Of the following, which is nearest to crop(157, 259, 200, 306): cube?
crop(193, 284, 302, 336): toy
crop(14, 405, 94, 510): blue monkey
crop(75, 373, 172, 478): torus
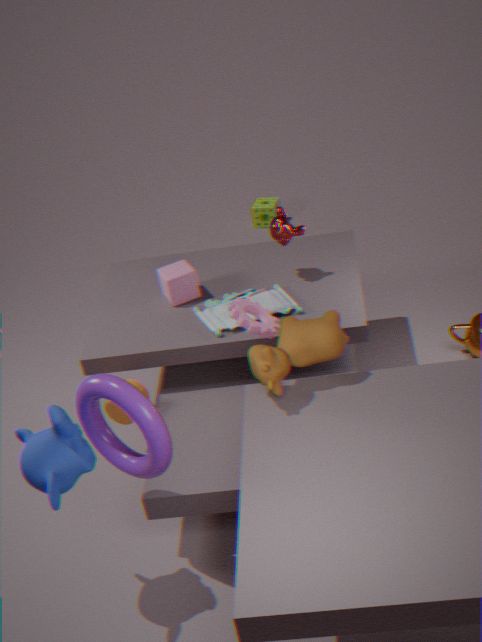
crop(193, 284, 302, 336): toy
